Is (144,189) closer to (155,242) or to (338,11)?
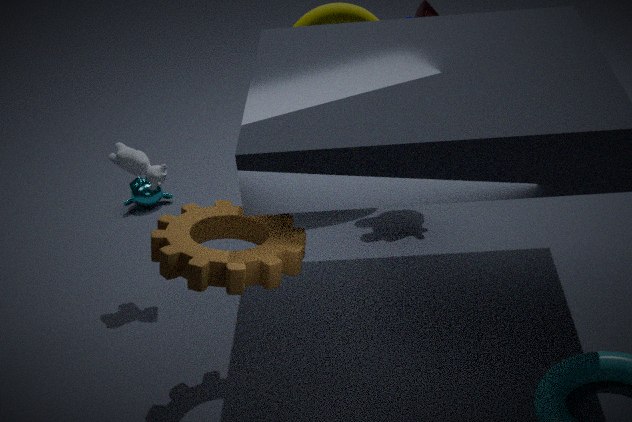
(338,11)
